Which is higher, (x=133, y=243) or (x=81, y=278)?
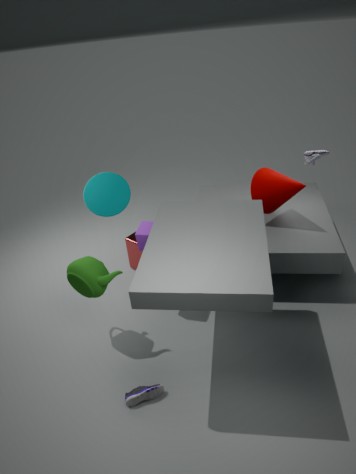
(x=81, y=278)
